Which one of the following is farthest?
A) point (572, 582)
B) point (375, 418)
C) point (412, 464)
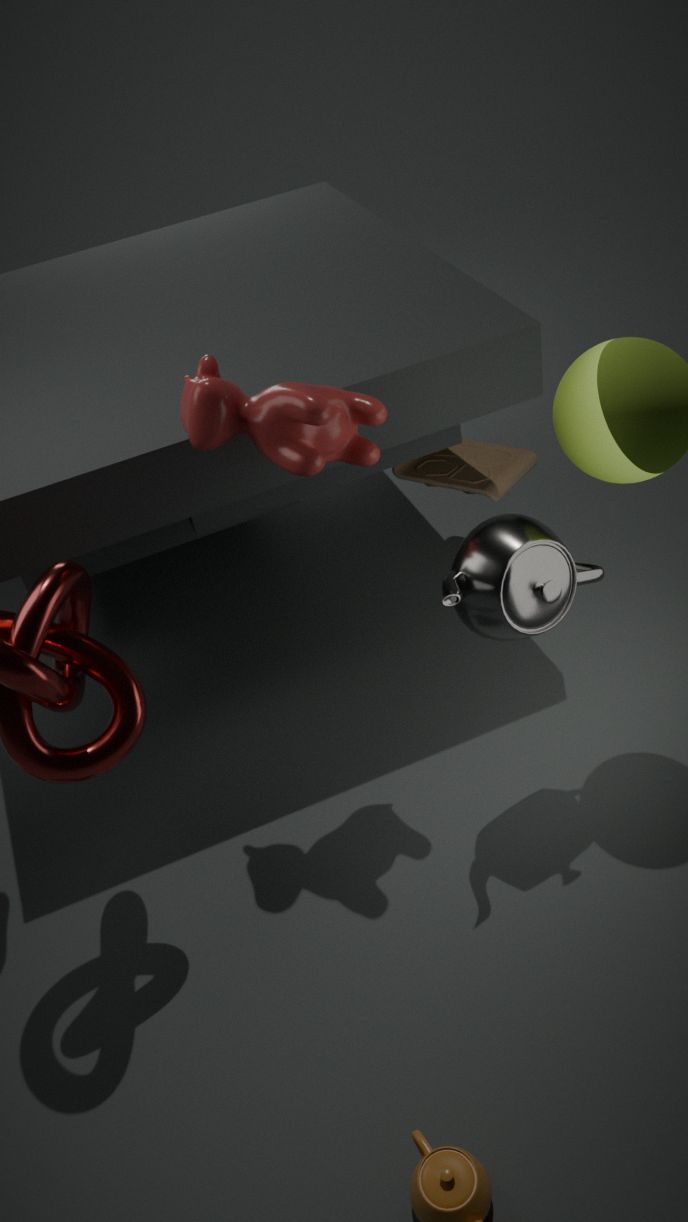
point (412, 464)
